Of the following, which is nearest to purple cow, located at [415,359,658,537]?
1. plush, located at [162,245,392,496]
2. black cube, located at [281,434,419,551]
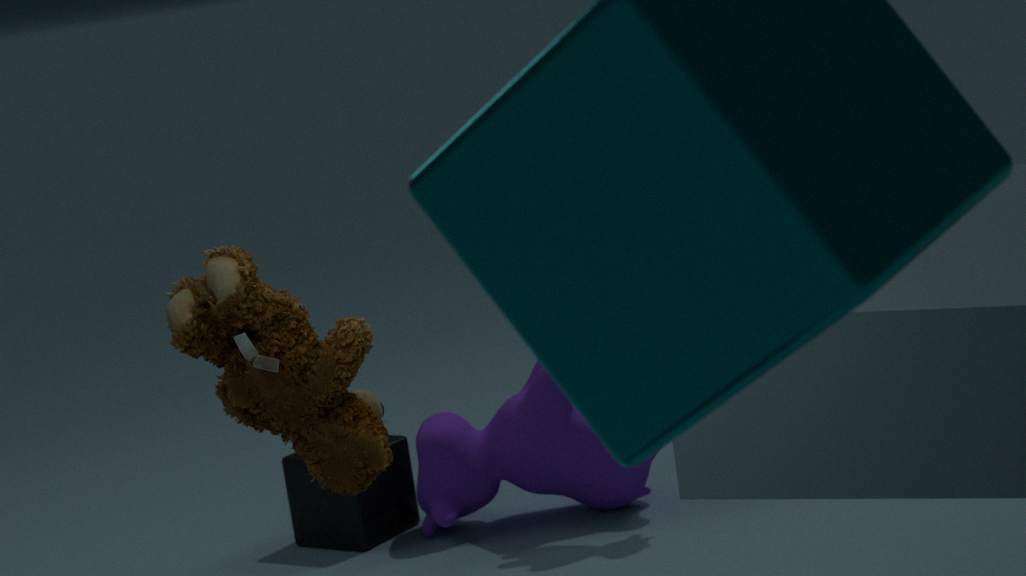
black cube, located at [281,434,419,551]
